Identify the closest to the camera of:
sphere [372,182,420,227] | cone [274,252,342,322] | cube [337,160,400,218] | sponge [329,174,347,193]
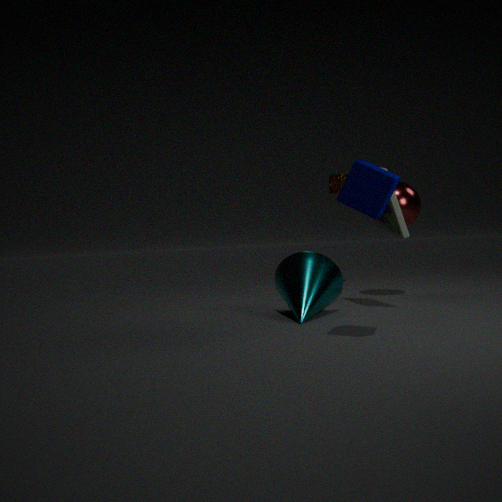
cube [337,160,400,218]
